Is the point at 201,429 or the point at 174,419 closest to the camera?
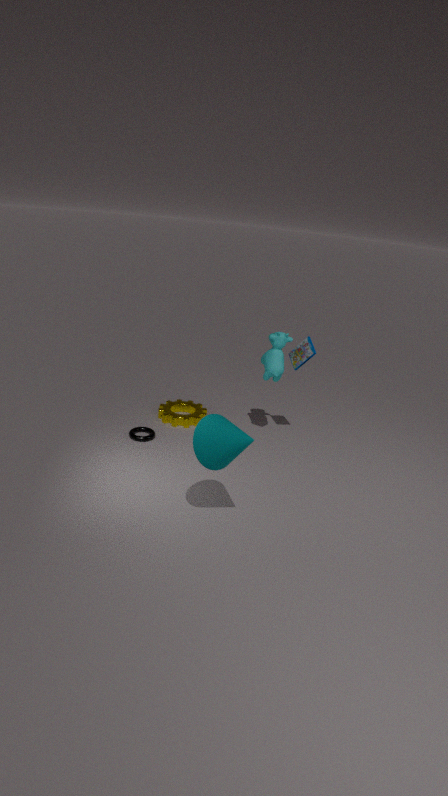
the point at 201,429
